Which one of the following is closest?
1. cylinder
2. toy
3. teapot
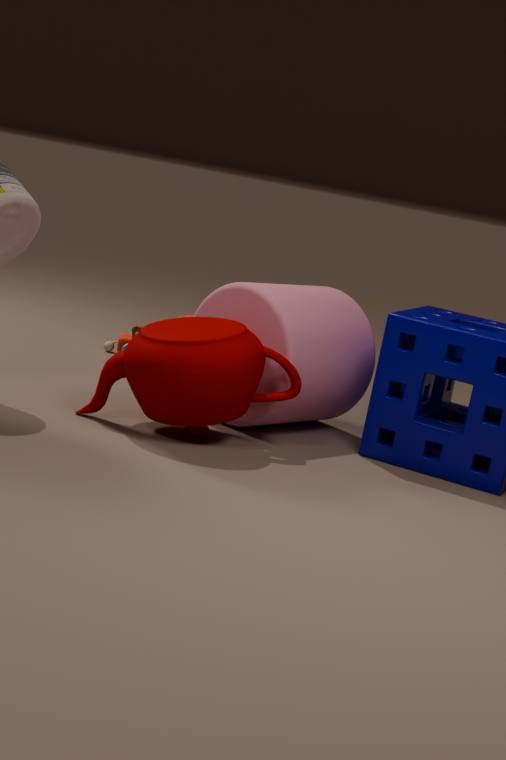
teapot
